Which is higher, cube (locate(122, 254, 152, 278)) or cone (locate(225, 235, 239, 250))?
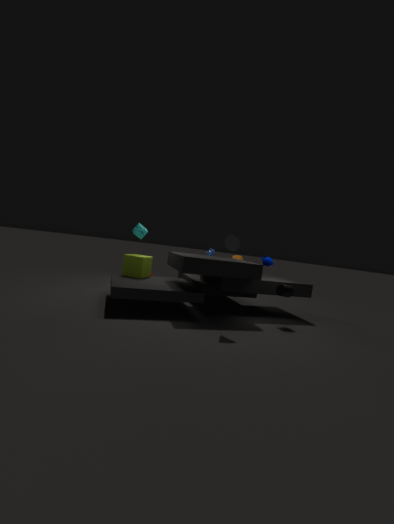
cone (locate(225, 235, 239, 250))
